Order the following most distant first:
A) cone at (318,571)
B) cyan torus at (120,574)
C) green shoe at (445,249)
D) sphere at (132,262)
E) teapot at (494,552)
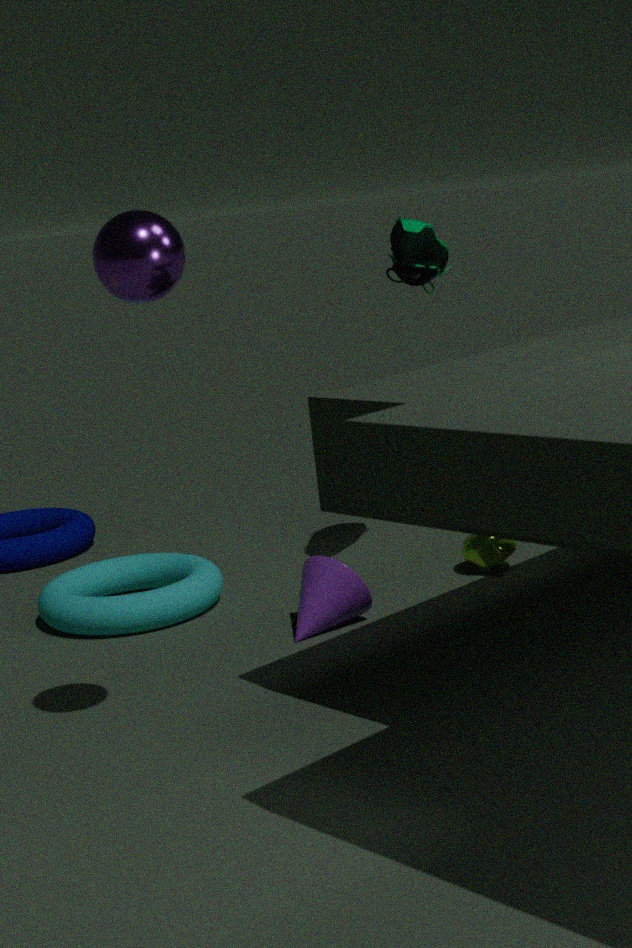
1. teapot at (494,552)
2. cyan torus at (120,574)
3. green shoe at (445,249)
4. cone at (318,571)
5. sphere at (132,262)
